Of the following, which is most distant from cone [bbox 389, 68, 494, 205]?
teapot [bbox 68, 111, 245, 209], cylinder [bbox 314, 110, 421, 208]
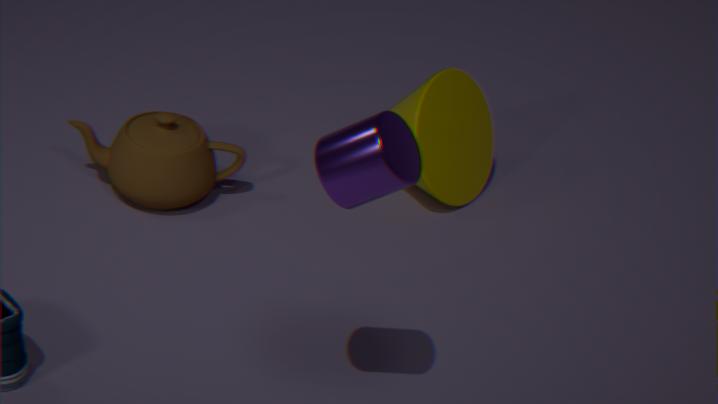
cylinder [bbox 314, 110, 421, 208]
